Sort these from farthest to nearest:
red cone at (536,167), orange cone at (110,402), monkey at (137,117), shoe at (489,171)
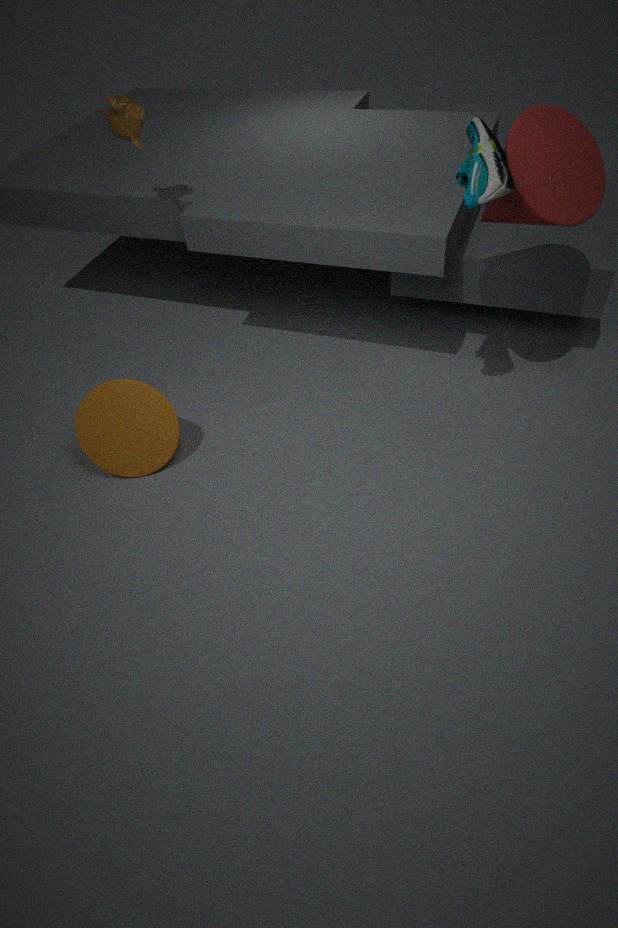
1. orange cone at (110,402)
2. monkey at (137,117)
3. red cone at (536,167)
4. shoe at (489,171)
